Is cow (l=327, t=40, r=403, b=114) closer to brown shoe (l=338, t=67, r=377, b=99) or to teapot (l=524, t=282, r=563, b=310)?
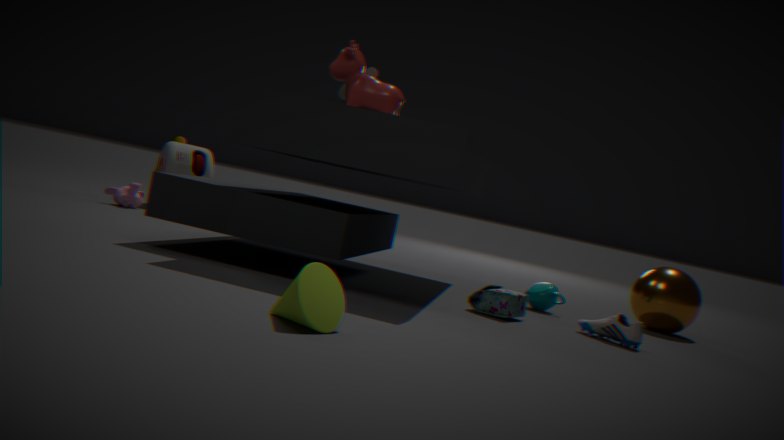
brown shoe (l=338, t=67, r=377, b=99)
